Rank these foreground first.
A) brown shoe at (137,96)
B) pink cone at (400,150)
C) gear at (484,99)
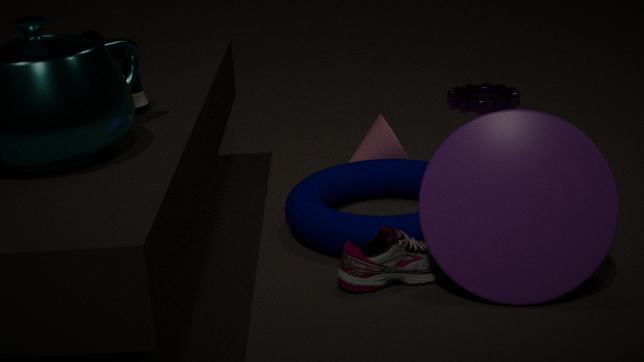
brown shoe at (137,96), pink cone at (400,150), gear at (484,99)
